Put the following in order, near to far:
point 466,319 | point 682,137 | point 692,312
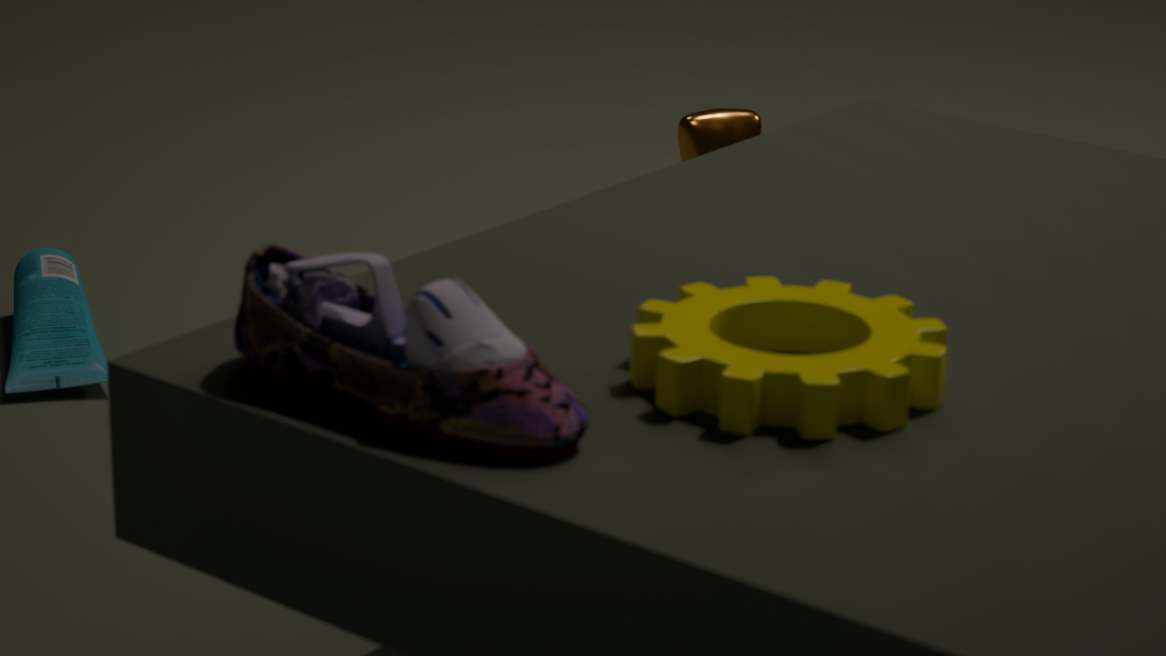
1. point 466,319
2. point 692,312
3. point 682,137
